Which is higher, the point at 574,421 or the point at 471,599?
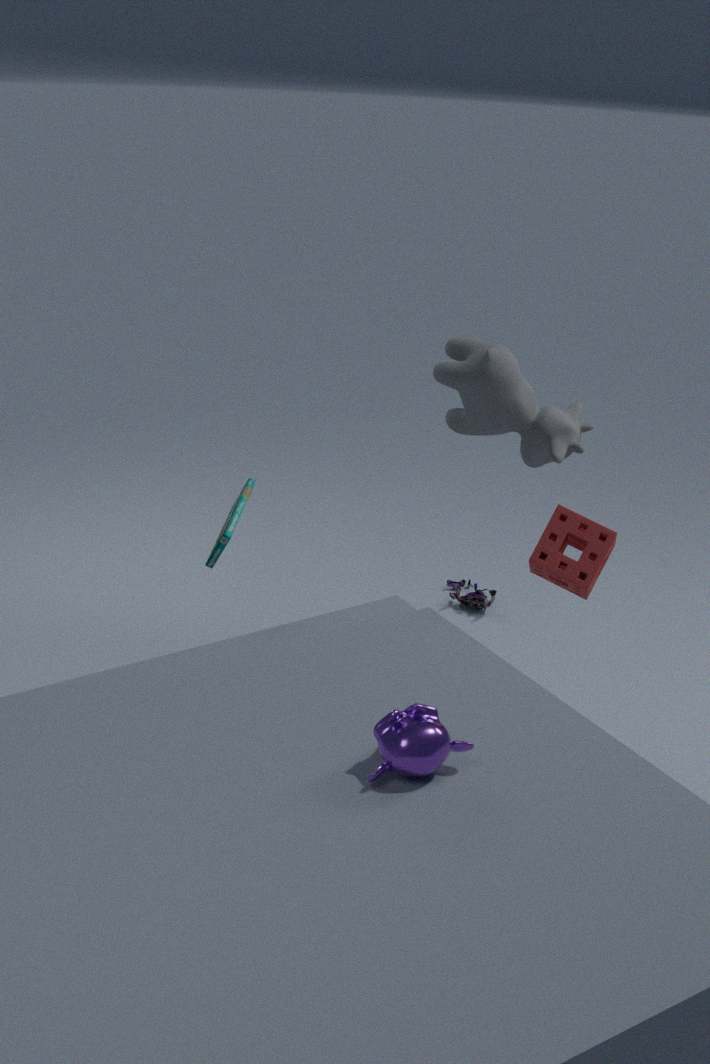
the point at 574,421
